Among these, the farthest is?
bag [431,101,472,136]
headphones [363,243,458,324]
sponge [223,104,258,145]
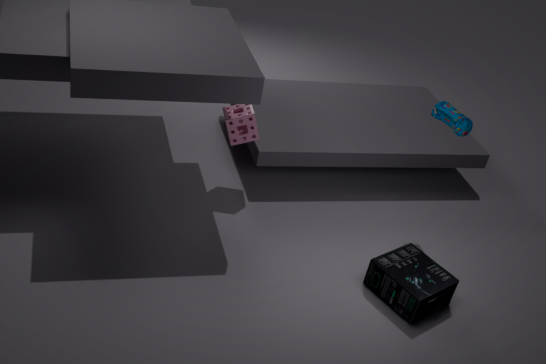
sponge [223,104,258,145]
